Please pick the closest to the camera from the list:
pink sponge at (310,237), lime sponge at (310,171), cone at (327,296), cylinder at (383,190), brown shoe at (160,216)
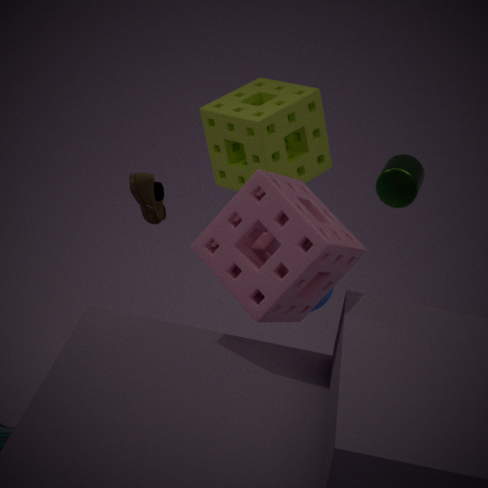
pink sponge at (310,237)
